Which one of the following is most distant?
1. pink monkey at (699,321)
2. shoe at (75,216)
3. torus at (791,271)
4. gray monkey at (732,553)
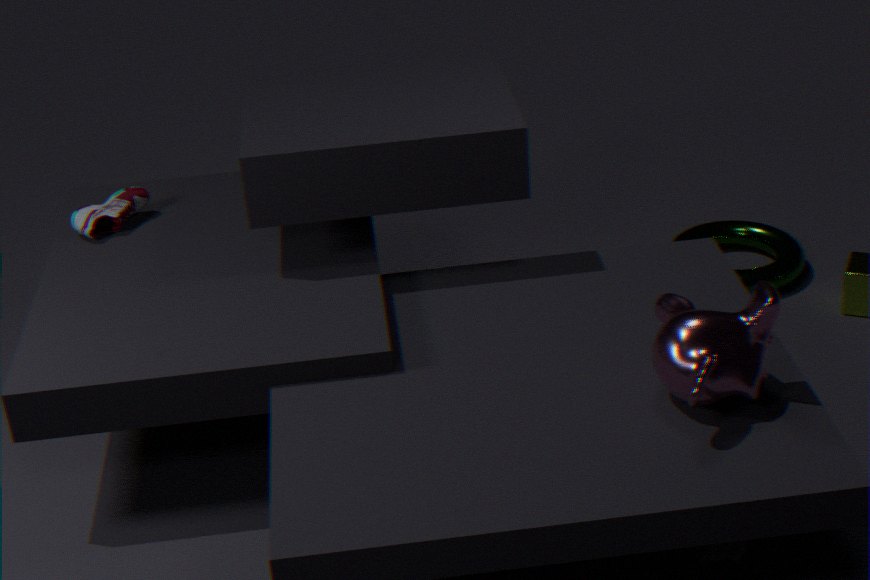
torus at (791,271)
